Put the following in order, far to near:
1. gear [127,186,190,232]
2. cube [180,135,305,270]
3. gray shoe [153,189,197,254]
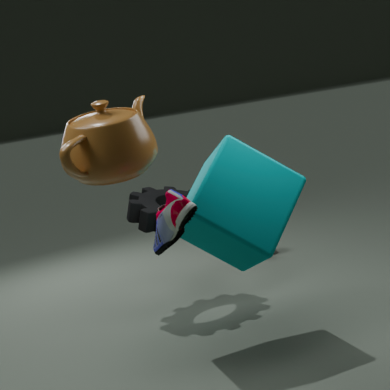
gear [127,186,190,232]
cube [180,135,305,270]
gray shoe [153,189,197,254]
